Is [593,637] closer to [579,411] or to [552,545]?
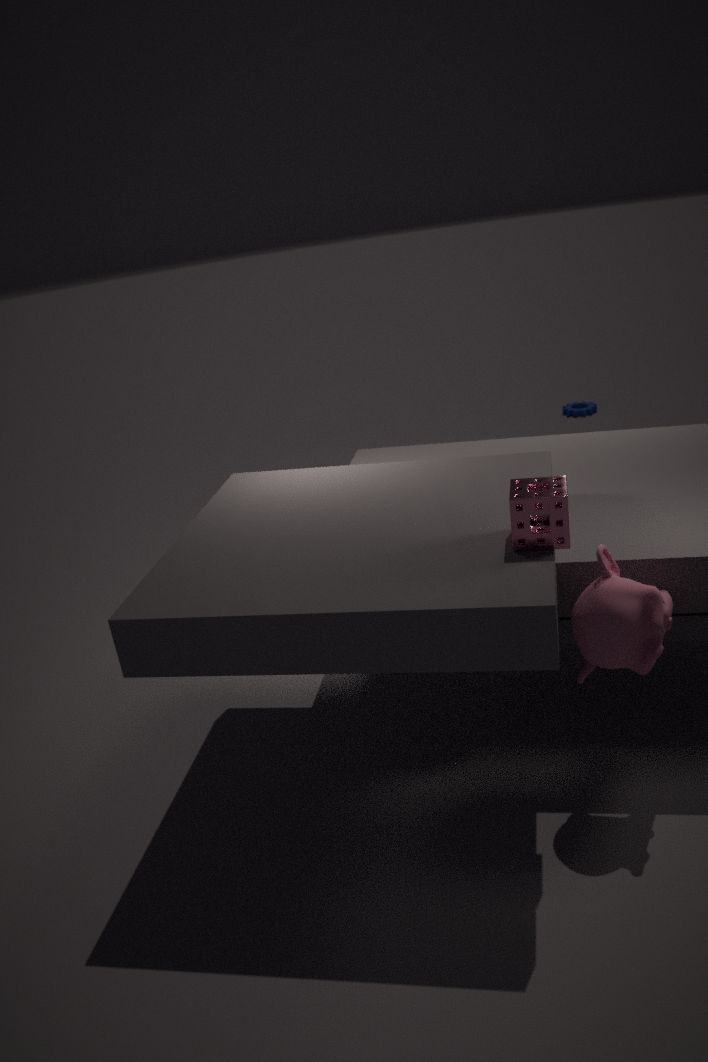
[552,545]
